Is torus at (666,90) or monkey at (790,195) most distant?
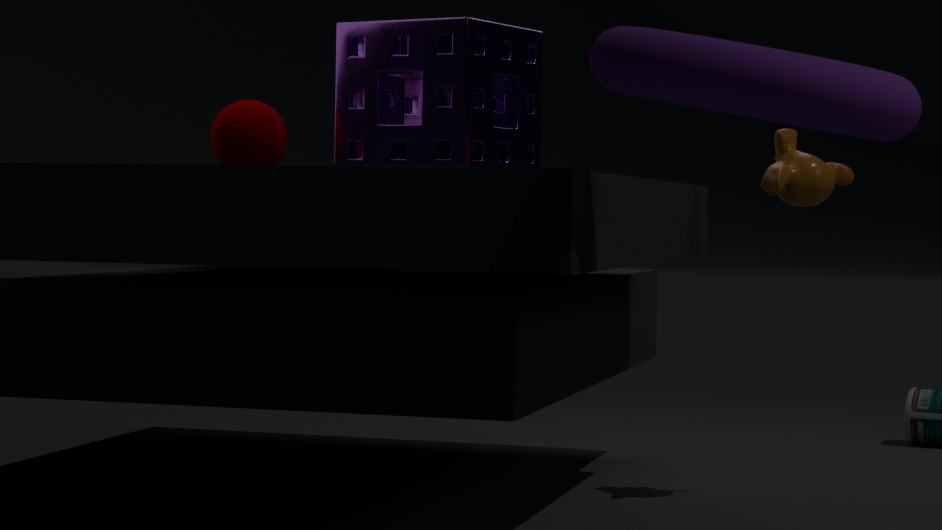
monkey at (790,195)
